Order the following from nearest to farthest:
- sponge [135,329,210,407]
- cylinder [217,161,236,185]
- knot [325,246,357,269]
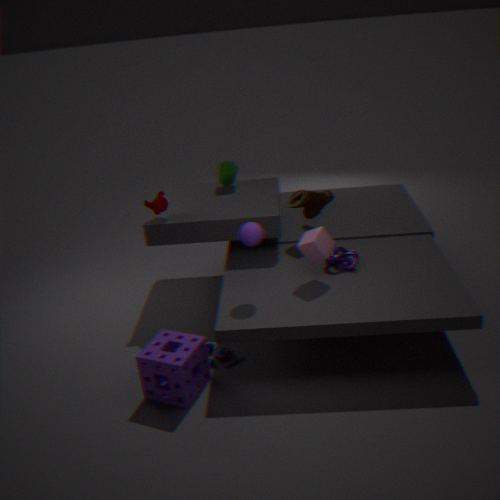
1. sponge [135,329,210,407]
2. knot [325,246,357,269]
3. cylinder [217,161,236,185]
